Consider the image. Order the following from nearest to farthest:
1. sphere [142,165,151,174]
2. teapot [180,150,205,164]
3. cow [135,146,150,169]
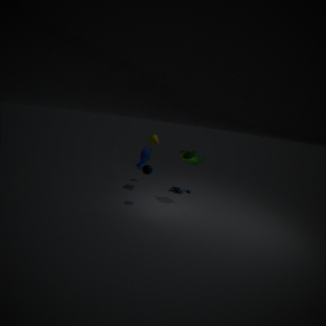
sphere [142,165,151,174] < teapot [180,150,205,164] < cow [135,146,150,169]
